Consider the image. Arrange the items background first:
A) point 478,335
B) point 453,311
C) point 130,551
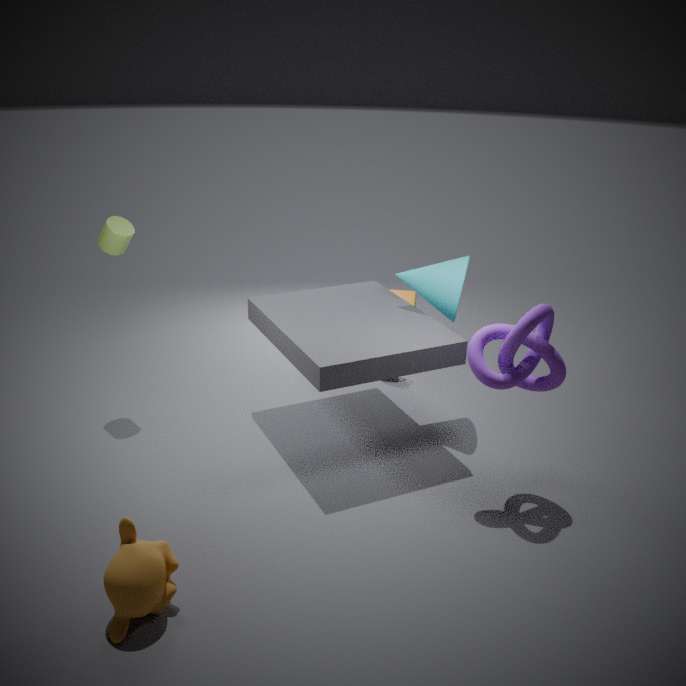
1. point 453,311
2. point 478,335
3. point 130,551
